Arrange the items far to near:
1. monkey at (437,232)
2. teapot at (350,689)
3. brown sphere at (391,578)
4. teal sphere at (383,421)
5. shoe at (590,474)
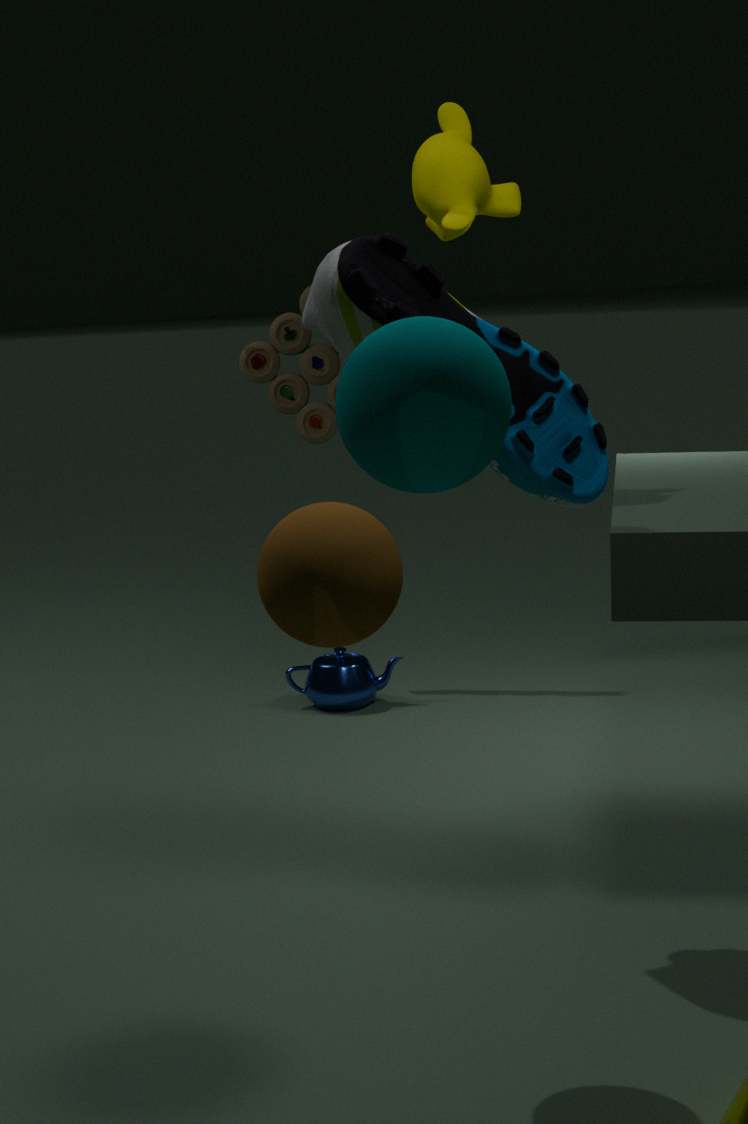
teapot at (350,689) → monkey at (437,232) → shoe at (590,474) → brown sphere at (391,578) → teal sphere at (383,421)
